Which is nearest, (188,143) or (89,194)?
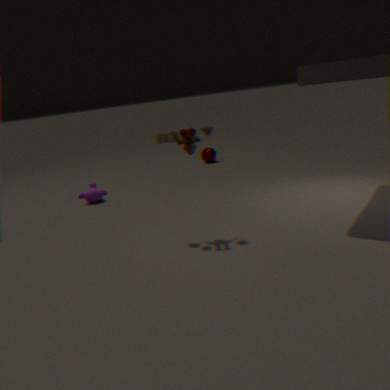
(188,143)
